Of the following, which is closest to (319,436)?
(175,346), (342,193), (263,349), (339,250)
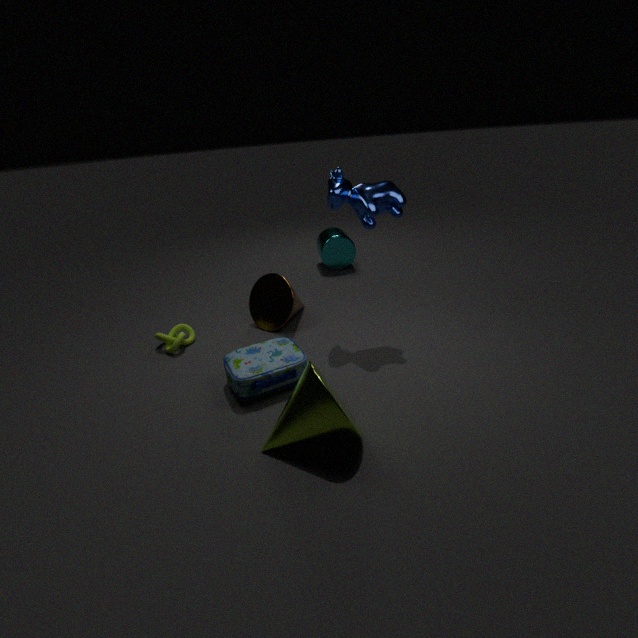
(263,349)
